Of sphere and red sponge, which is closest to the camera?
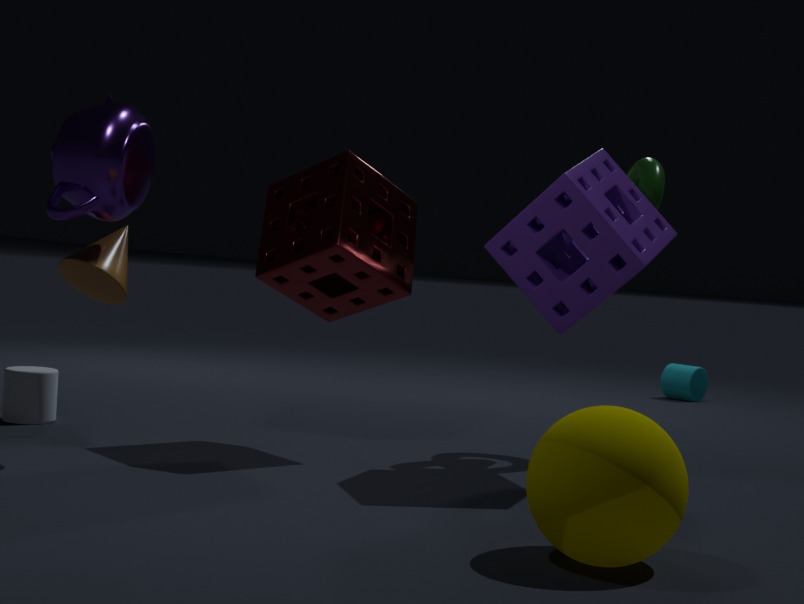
sphere
